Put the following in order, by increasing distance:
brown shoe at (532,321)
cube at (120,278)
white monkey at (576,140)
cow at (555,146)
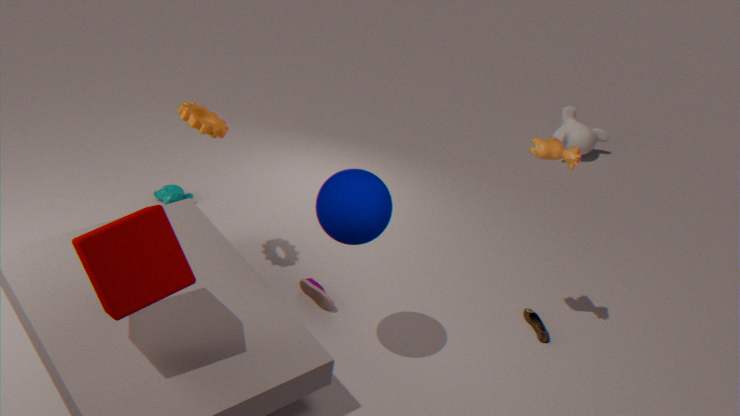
cube at (120,278) → cow at (555,146) → brown shoe at (532,321) → white monkey at (576,140)
